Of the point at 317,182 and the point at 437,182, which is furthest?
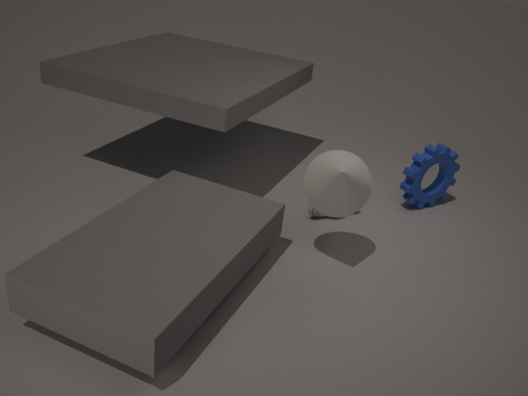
the point at 437,182
